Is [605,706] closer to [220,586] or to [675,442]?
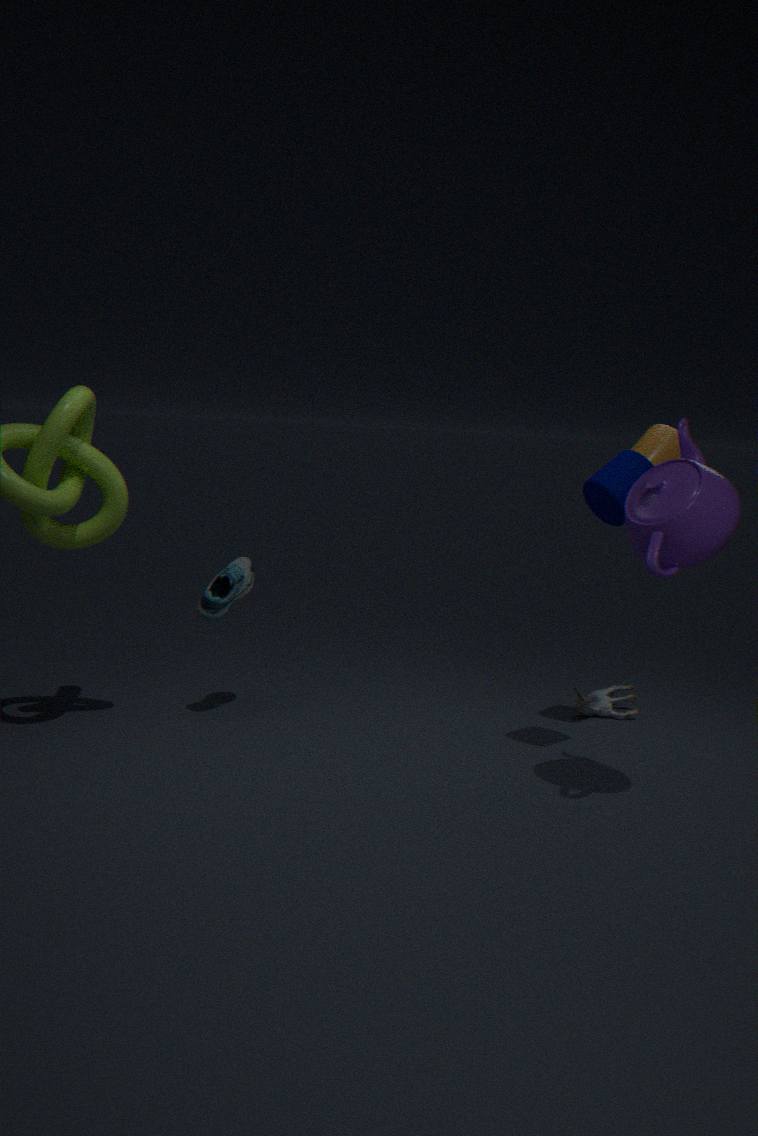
[675,442]
